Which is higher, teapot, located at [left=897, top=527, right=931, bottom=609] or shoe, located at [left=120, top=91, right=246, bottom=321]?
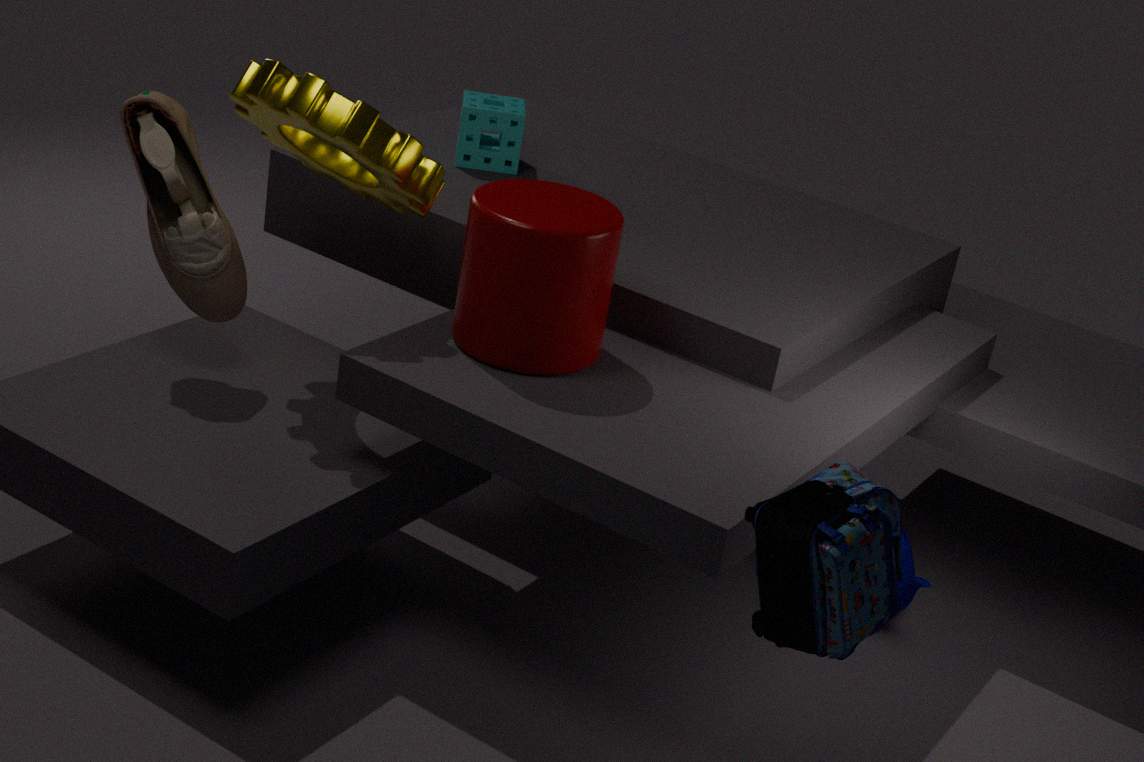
shoe, located at [left=120, top=91, right=246, bottom=321]
